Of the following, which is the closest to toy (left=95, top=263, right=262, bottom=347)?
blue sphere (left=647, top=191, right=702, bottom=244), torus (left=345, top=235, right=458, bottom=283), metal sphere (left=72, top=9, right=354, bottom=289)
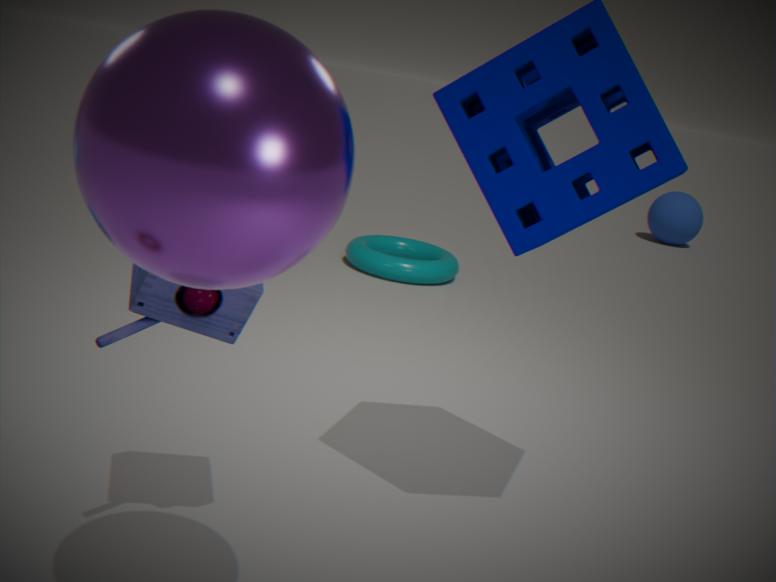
metal sphere (left=72, top=9, right=354, bottom=289)
